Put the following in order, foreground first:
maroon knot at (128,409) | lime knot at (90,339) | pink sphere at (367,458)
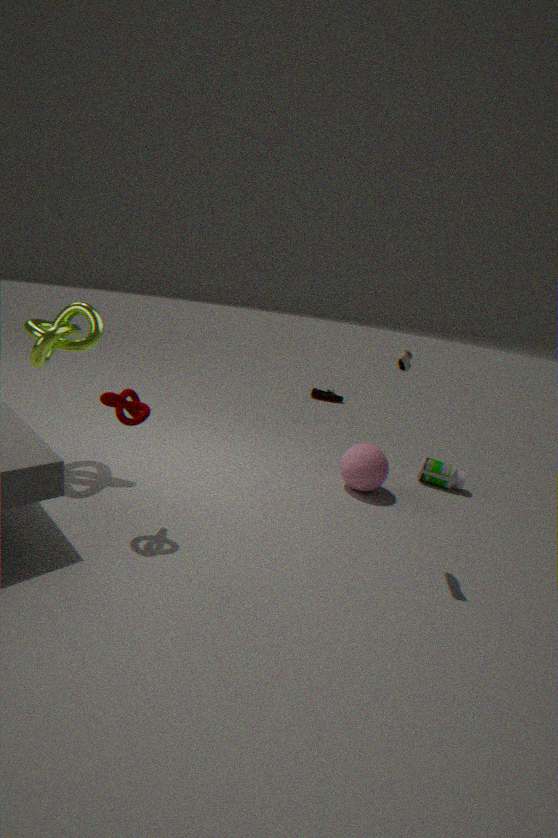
maroon knot at (128,409), lime knot at (90,339), pink sphere at (367,458)
